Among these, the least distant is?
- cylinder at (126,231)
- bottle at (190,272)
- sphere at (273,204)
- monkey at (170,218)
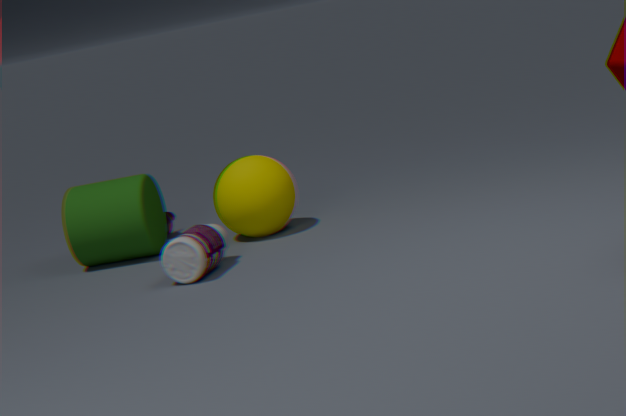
bottle at (190,272)
